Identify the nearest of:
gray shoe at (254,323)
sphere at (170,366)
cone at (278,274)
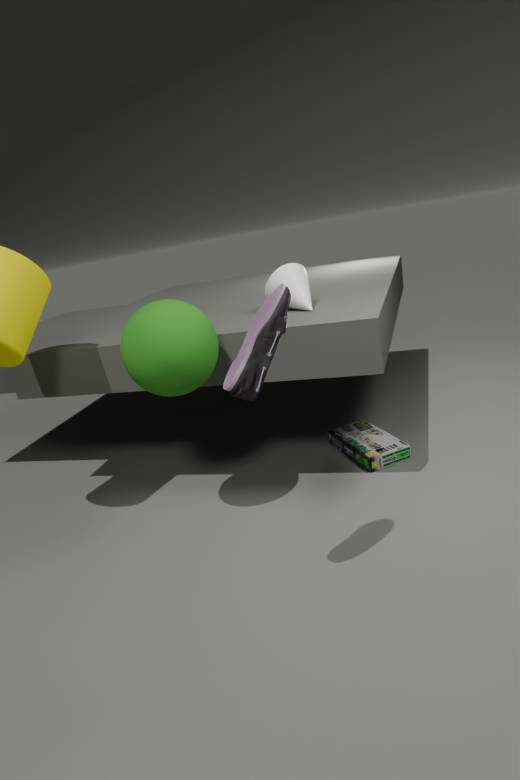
gray shoe at (254,323)
